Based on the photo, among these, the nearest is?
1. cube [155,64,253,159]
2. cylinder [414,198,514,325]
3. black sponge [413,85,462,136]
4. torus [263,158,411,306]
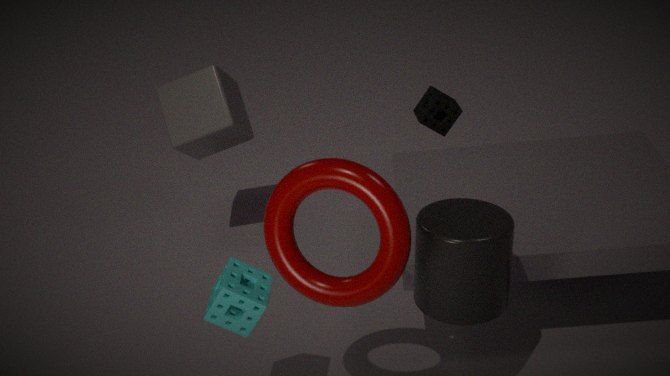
torus [263,158,411,306]
